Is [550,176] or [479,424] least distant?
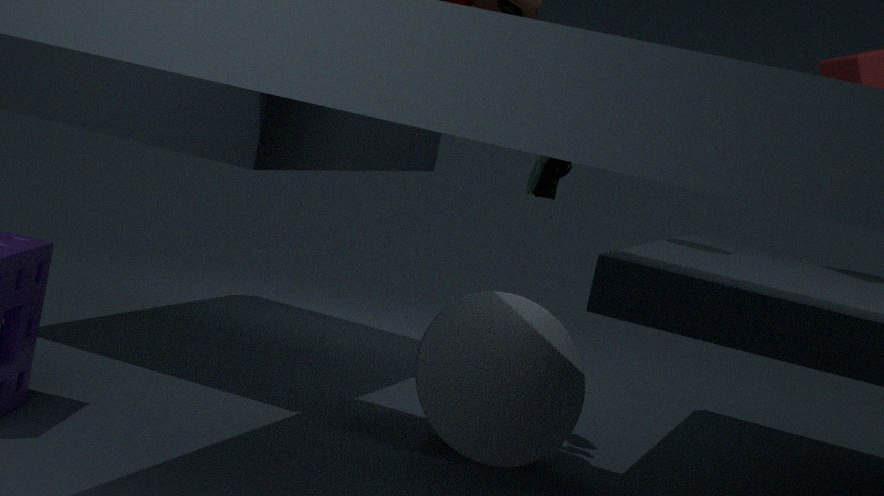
[479,424]
